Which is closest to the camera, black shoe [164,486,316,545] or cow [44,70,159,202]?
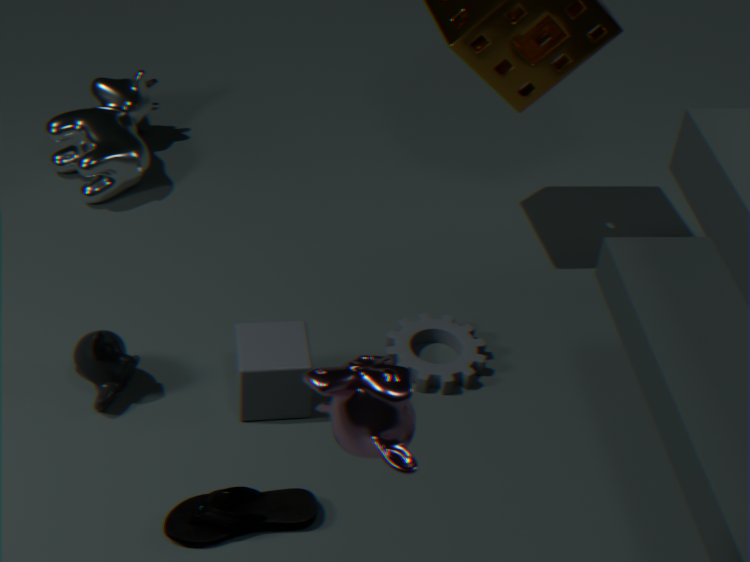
black shoe [164,486,316,545]
